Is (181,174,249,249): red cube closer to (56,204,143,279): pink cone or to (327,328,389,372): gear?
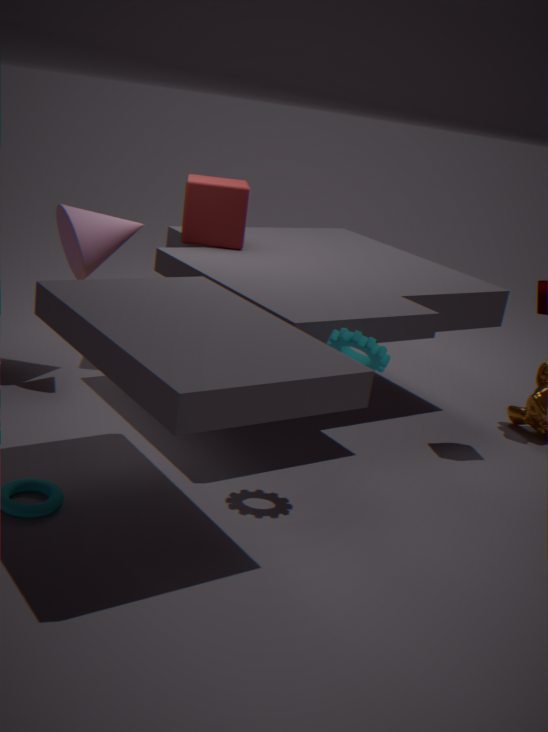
(56,204,143,279): pink cone
